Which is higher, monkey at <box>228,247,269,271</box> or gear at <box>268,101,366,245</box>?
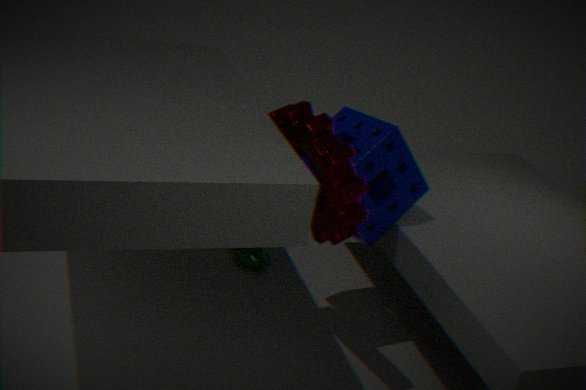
gear at <box>268,101,366,245</box>
